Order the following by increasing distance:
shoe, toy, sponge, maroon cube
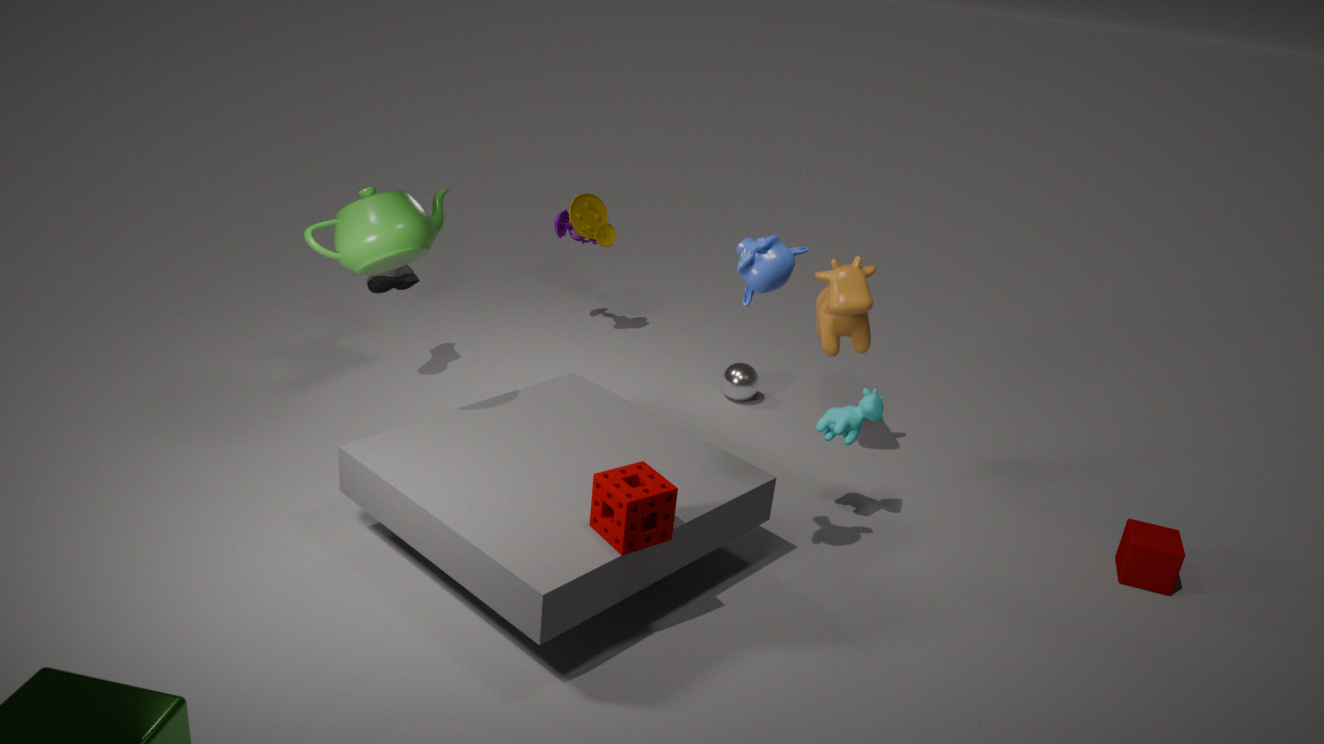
1. sponge
2. maroon cube
3. shoe
4. toy
